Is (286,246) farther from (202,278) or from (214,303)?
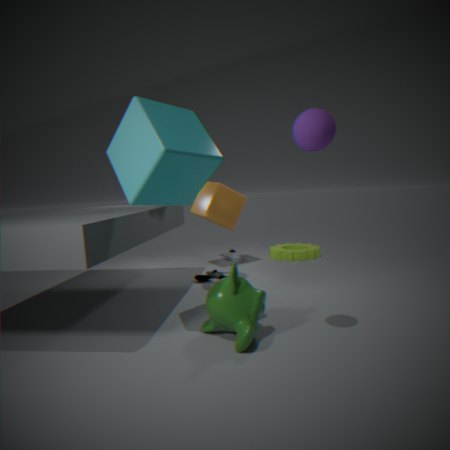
(214,303)
